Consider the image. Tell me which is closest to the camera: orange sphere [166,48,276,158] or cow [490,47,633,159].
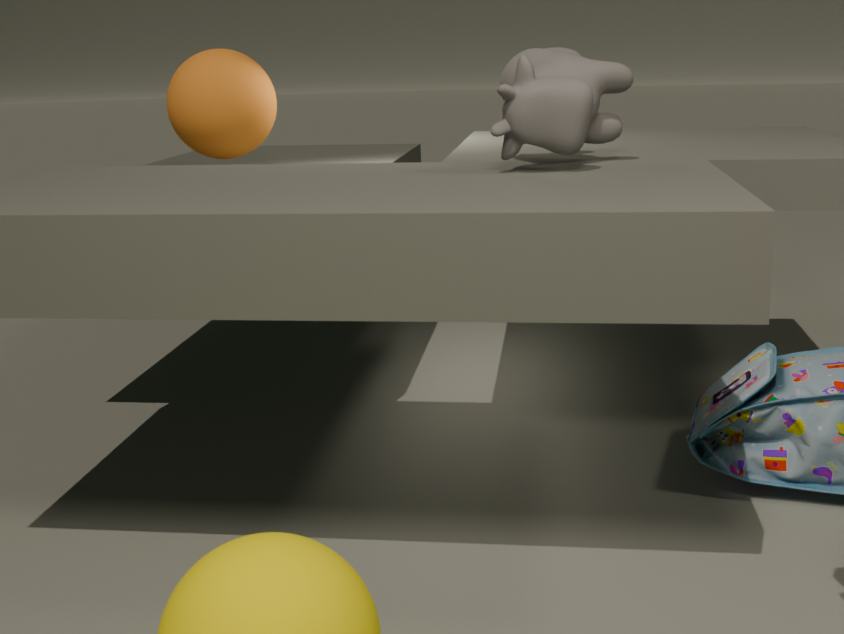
cow [490,47,633,159]
